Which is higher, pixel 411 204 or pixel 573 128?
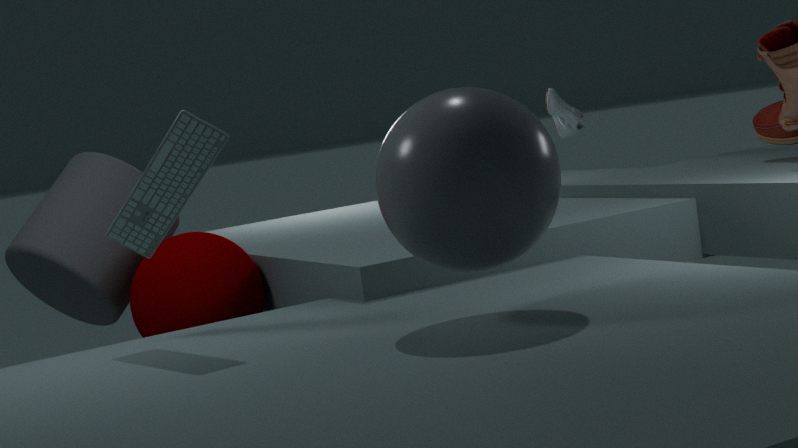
pixel 573 128
